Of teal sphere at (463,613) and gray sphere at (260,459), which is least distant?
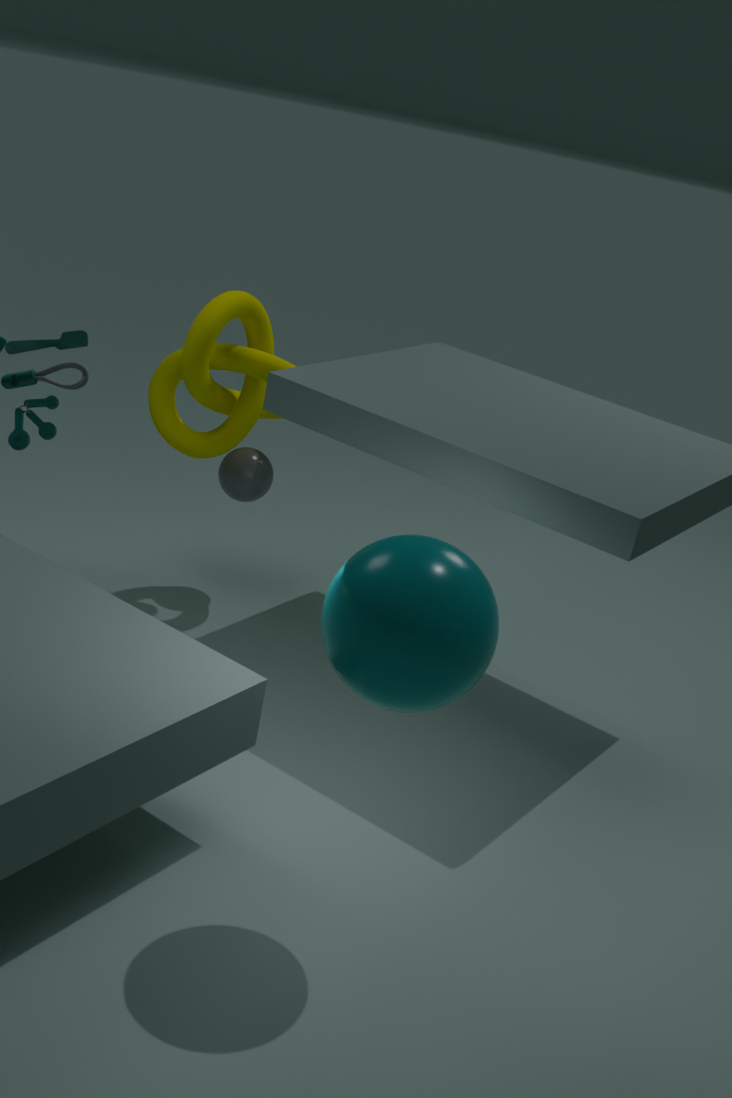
teal sphere at (463,613)
